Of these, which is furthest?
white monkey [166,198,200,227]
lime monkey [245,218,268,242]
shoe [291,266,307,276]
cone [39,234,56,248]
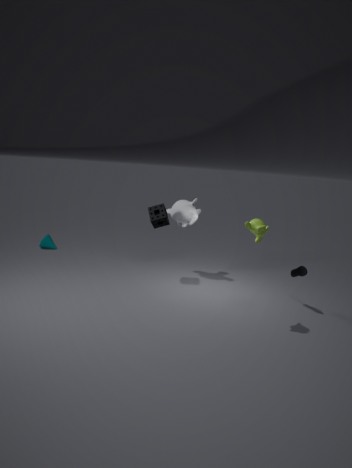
cone [39,234,56,248]
